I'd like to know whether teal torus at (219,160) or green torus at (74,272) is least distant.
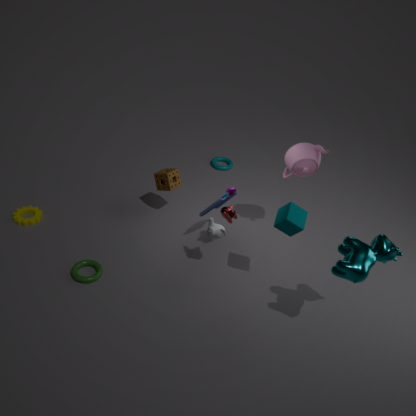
green torus at (74,272)
